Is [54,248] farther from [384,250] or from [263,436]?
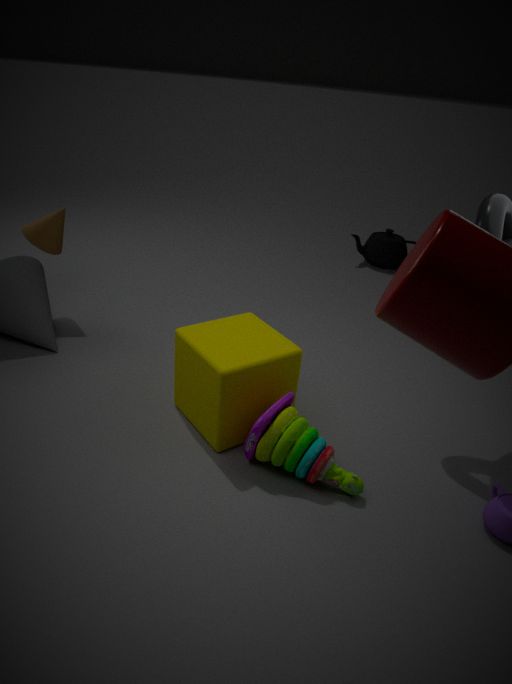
[384,250]
